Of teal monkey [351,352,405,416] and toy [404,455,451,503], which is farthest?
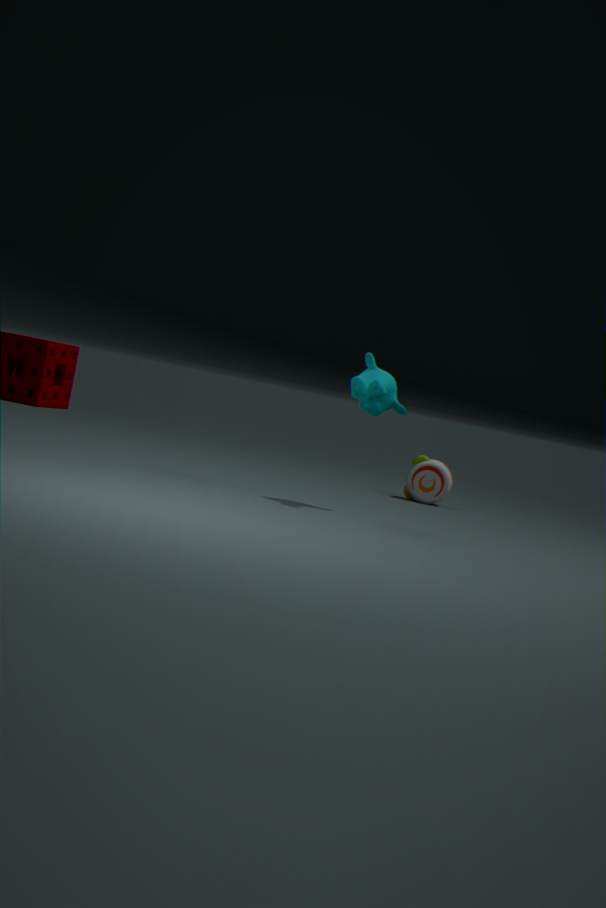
toy [404,455,451,503]
